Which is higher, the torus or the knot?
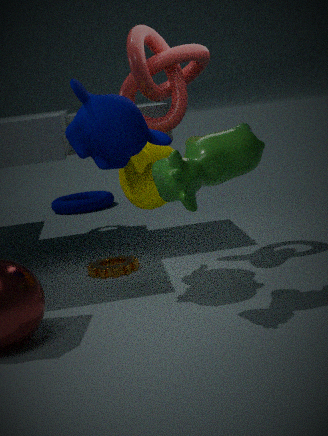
the knot
